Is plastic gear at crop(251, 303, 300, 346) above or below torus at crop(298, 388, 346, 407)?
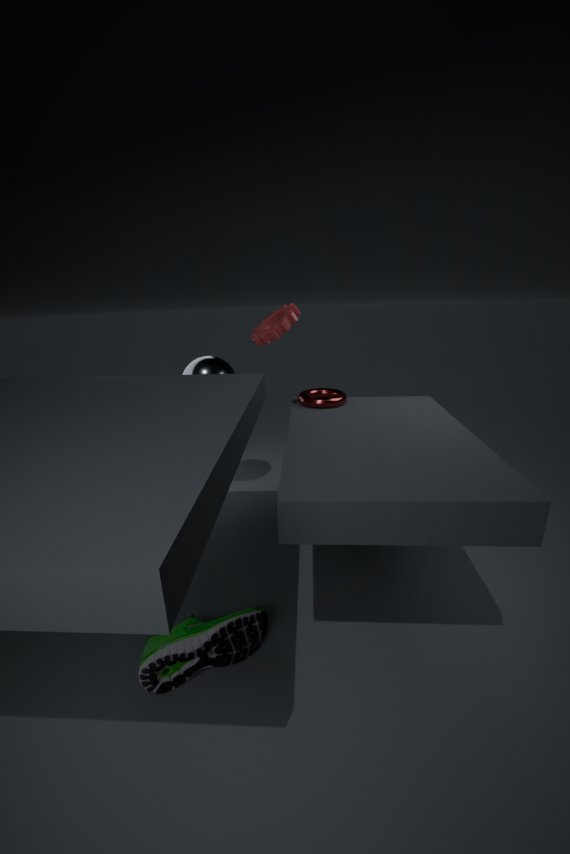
above
